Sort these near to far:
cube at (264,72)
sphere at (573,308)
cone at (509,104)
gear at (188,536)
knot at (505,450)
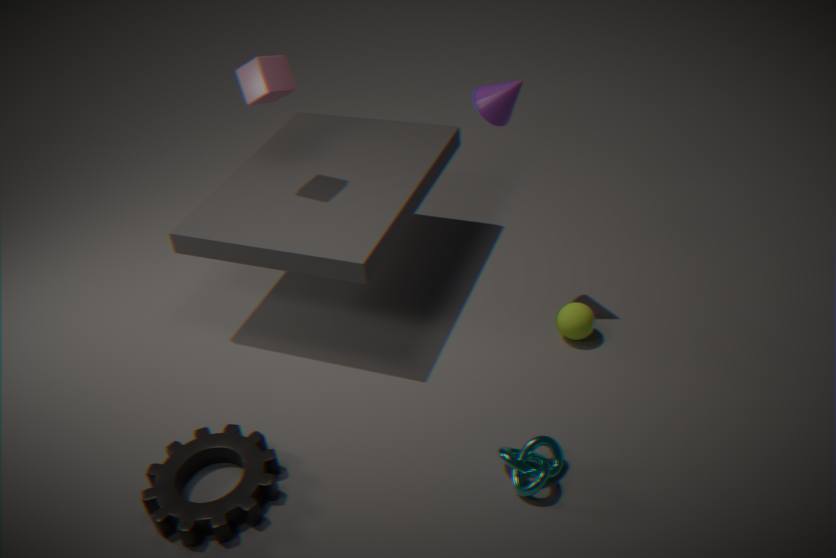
1. gear at (188,536)
2. knot at (505,450)
3. cone at (509,104)
4. cube at (264,72)
5. sphere at (573,308)
